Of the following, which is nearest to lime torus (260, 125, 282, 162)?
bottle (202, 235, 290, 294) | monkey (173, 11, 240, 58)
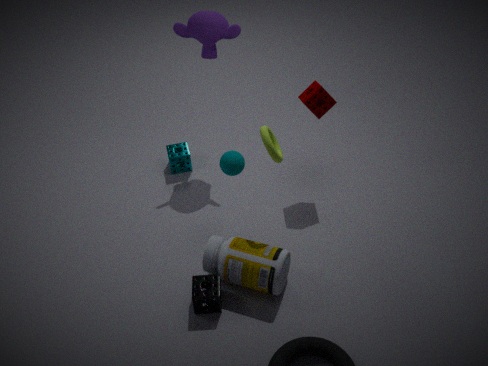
bottle (202, 235, 290, 294)
